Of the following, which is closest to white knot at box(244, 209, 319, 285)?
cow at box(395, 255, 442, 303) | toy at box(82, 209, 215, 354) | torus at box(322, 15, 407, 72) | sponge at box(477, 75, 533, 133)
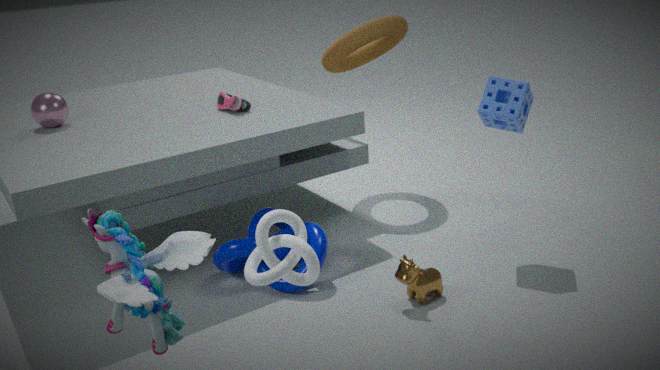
toy at box(82, 209, 215, 354)
